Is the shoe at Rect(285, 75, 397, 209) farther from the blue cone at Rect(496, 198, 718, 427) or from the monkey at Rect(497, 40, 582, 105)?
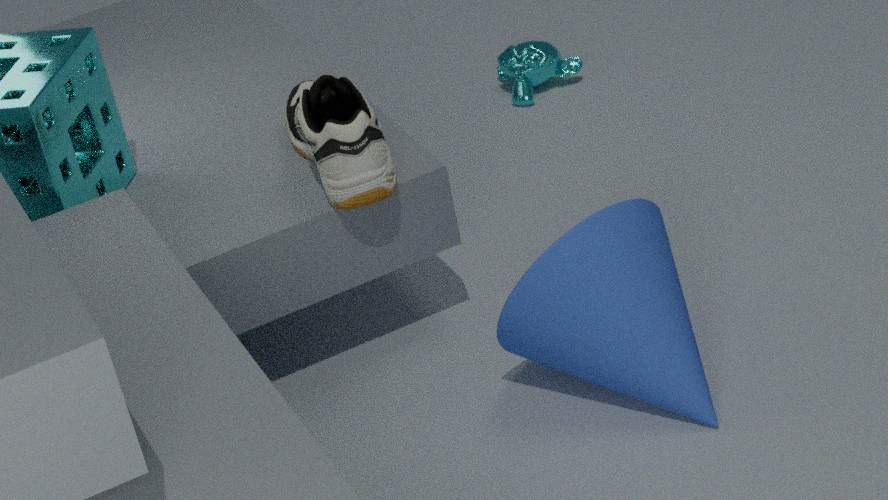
the monkey at Rect(497, 40, 582, 105)
